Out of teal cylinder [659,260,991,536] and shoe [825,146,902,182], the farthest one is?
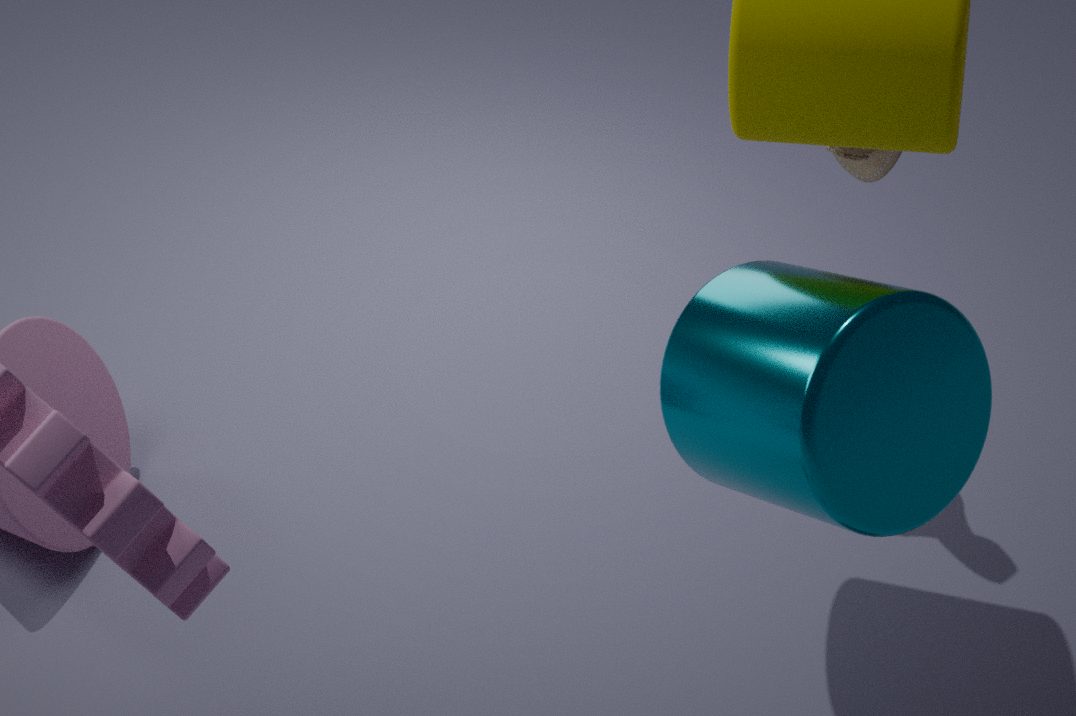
shoe [825,146,902,182]
